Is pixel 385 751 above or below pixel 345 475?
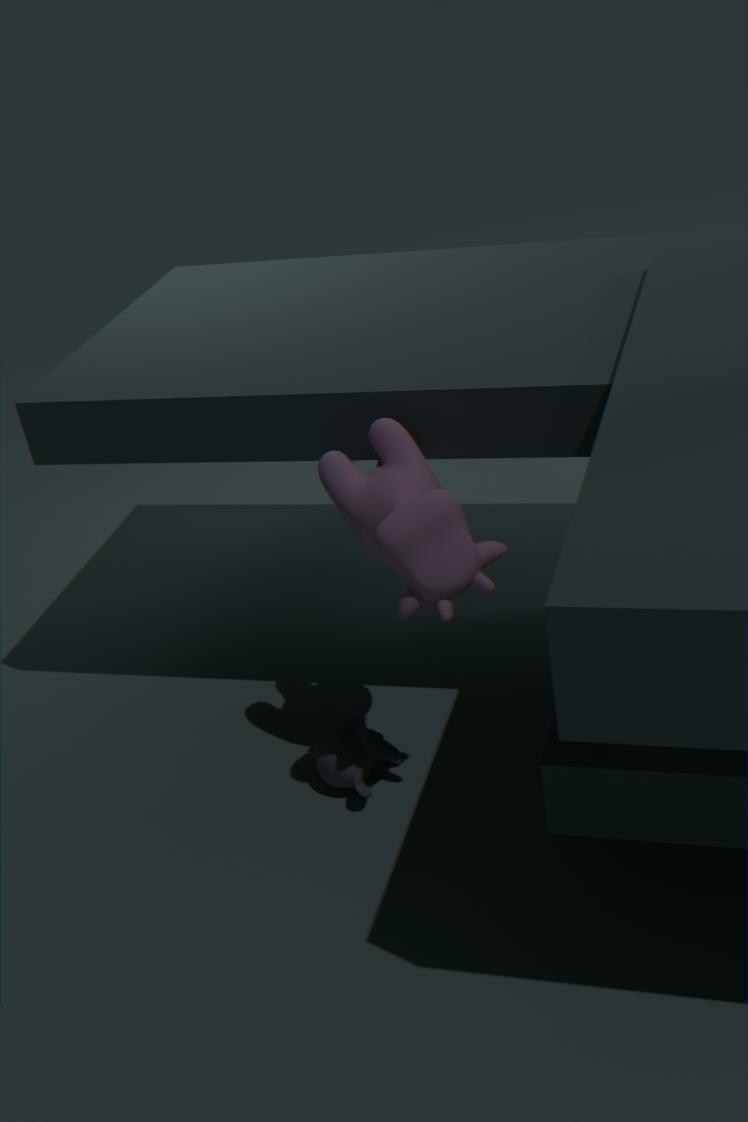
below
